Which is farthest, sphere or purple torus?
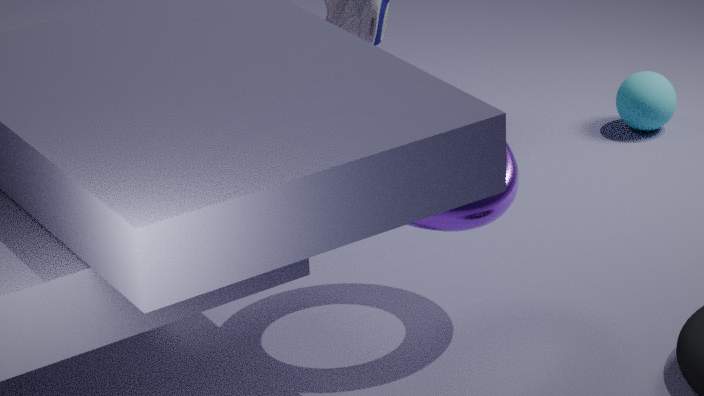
sphere
